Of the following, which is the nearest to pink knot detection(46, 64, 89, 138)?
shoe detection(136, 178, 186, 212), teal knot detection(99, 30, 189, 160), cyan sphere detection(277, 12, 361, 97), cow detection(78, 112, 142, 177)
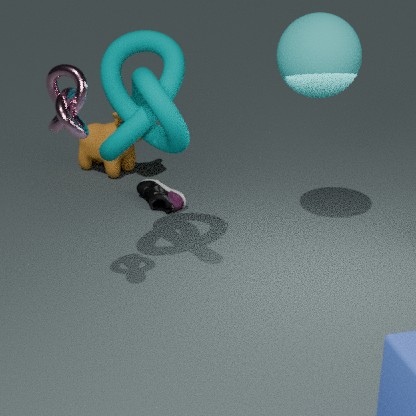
teal knot detection(99, 30, 189, 160)
